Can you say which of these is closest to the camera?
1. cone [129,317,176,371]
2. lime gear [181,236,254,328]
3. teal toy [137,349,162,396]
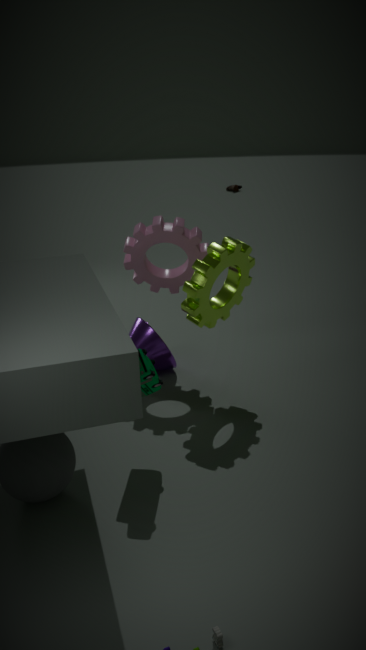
teal toy [137,349,162,396]
